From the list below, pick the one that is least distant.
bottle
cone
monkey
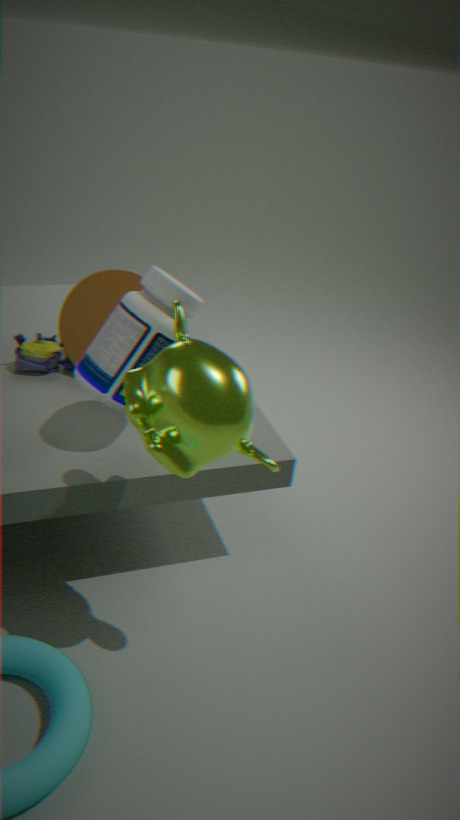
monkey
